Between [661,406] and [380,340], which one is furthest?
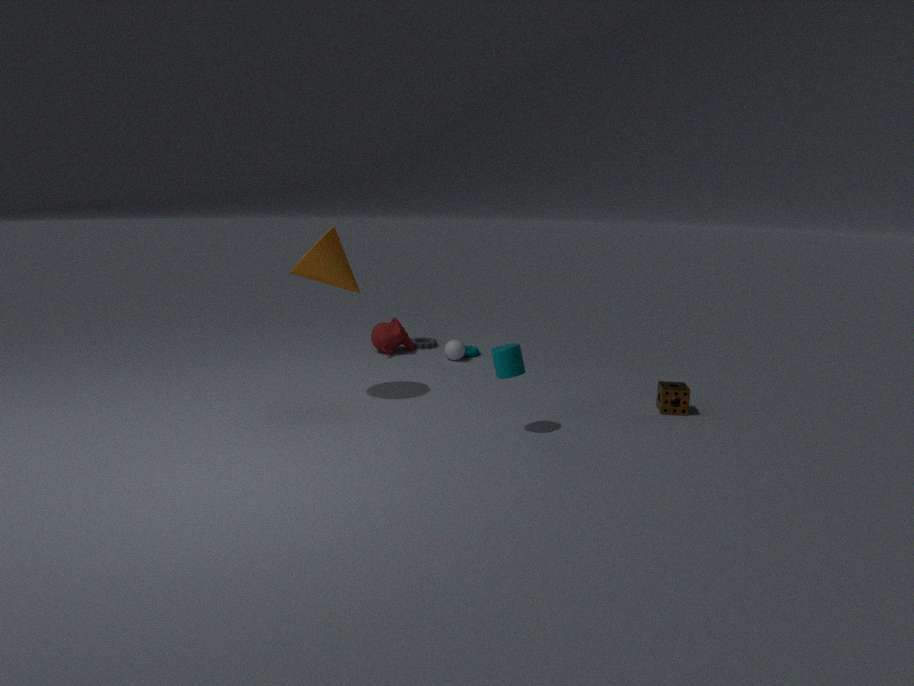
[380,340]
